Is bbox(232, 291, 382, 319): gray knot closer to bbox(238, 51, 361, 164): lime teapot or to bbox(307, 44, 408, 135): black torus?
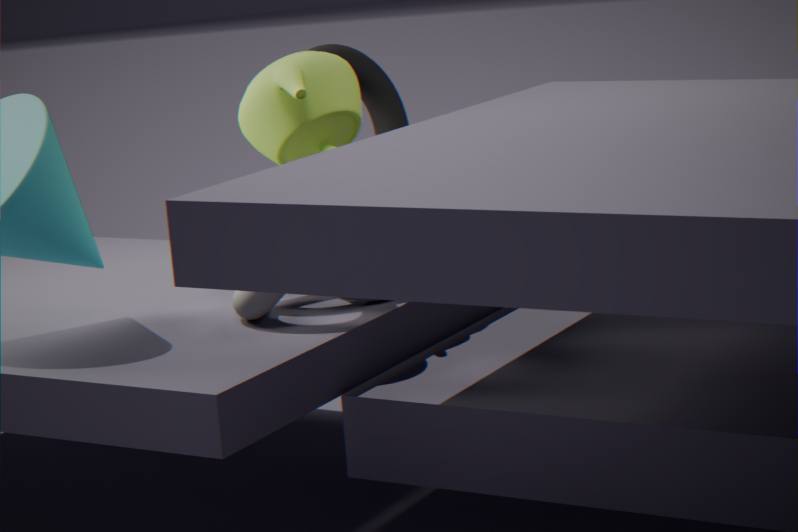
bbox(238, 51, 361, 164): lime teapot
